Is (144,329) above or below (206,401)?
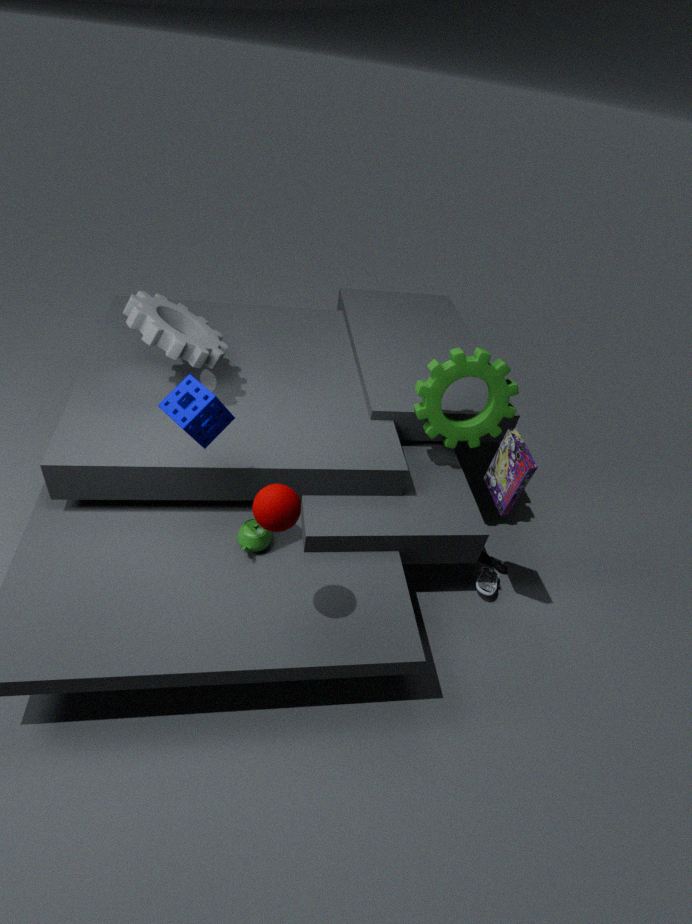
below
